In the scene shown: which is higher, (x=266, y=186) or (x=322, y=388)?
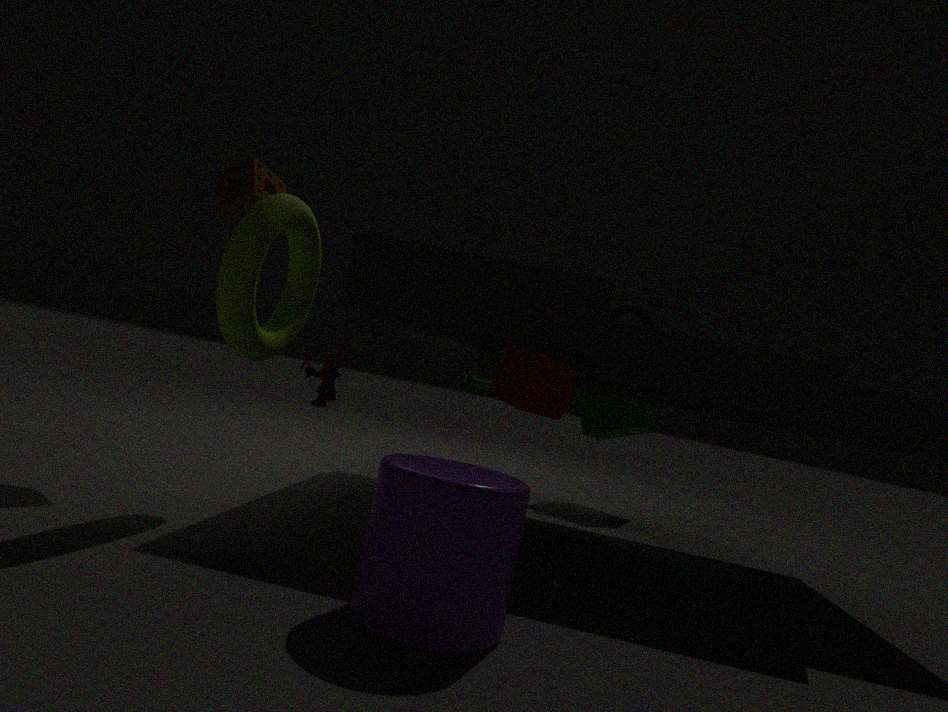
(x=266, y=186)
